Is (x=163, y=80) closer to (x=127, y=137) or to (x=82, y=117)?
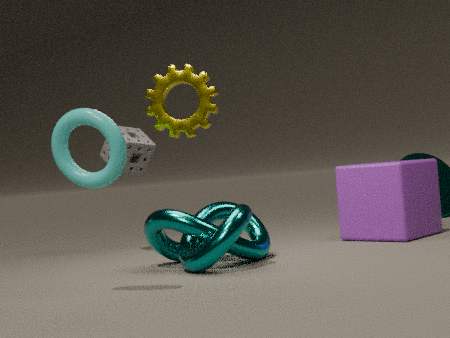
(x=82, y=117)
